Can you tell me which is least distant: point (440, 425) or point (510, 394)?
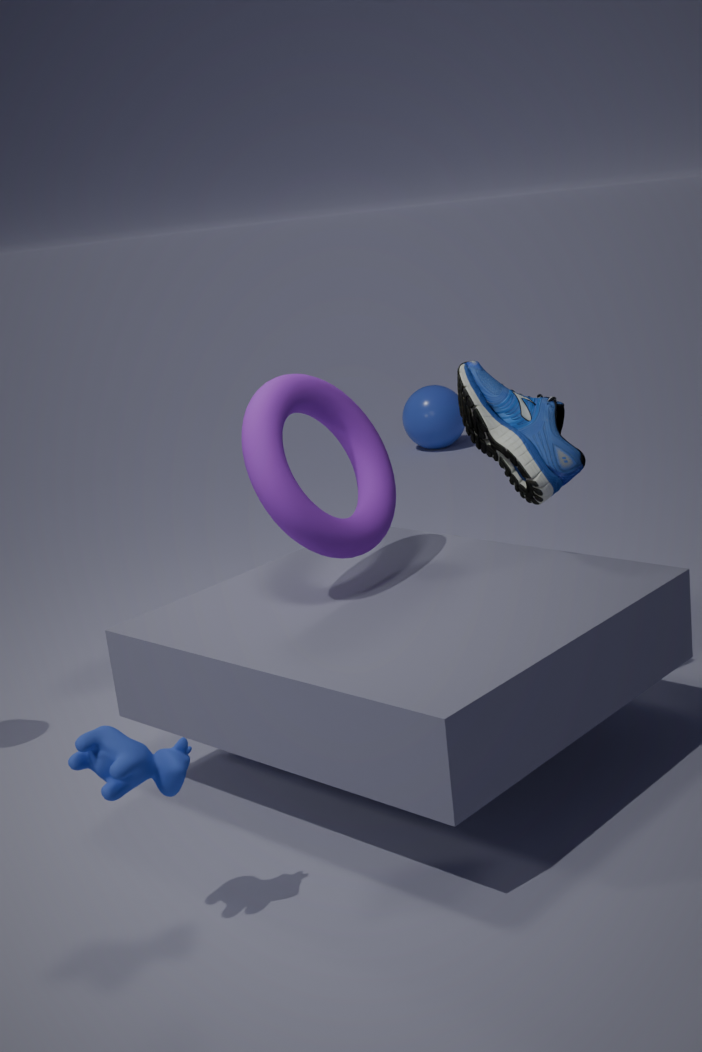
point (510, 394)
